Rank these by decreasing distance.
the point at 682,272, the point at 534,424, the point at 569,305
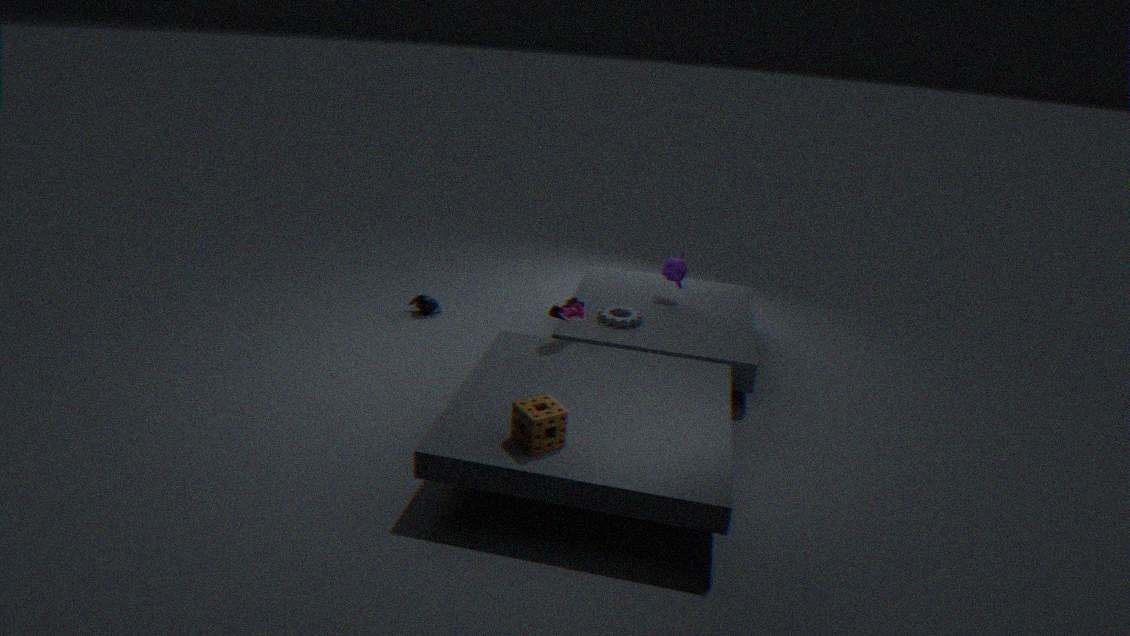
the point at 682,272, the point at 569,305, the point at 534,424
